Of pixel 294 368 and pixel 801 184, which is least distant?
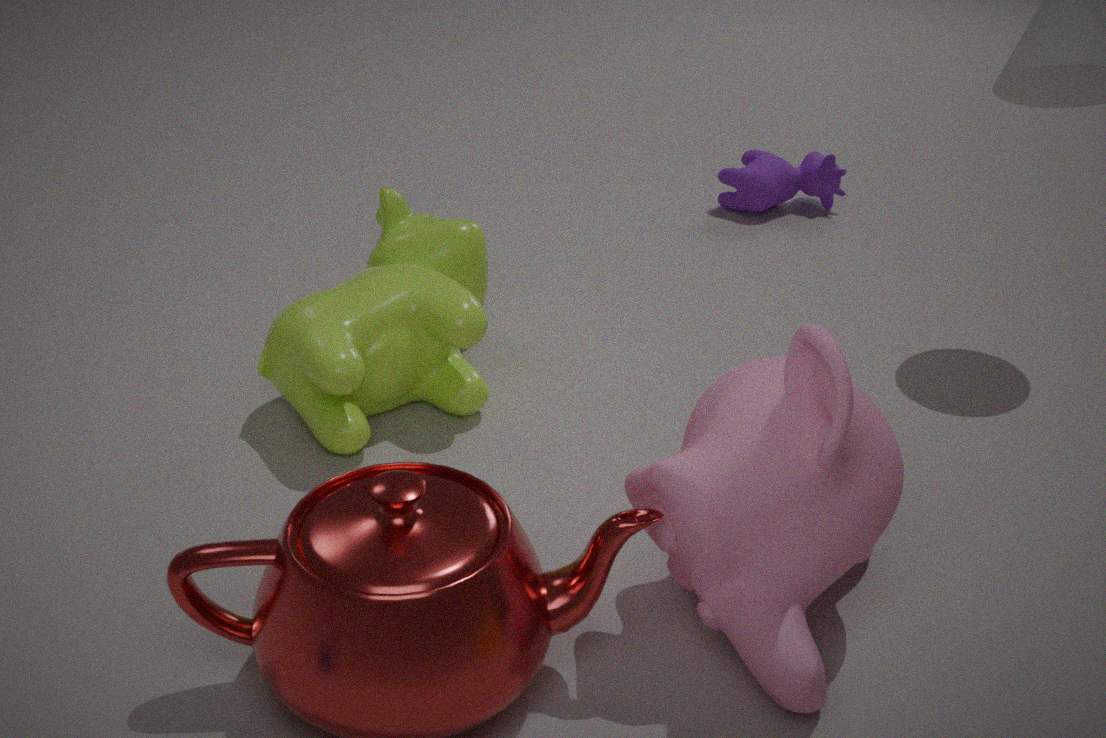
pixel 294 368
